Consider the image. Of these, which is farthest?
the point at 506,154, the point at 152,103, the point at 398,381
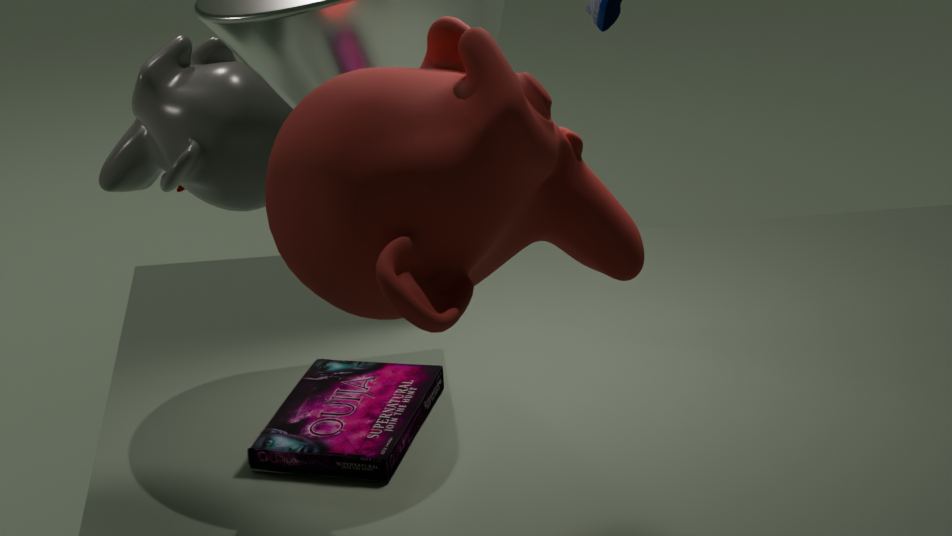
the point at 152,103
